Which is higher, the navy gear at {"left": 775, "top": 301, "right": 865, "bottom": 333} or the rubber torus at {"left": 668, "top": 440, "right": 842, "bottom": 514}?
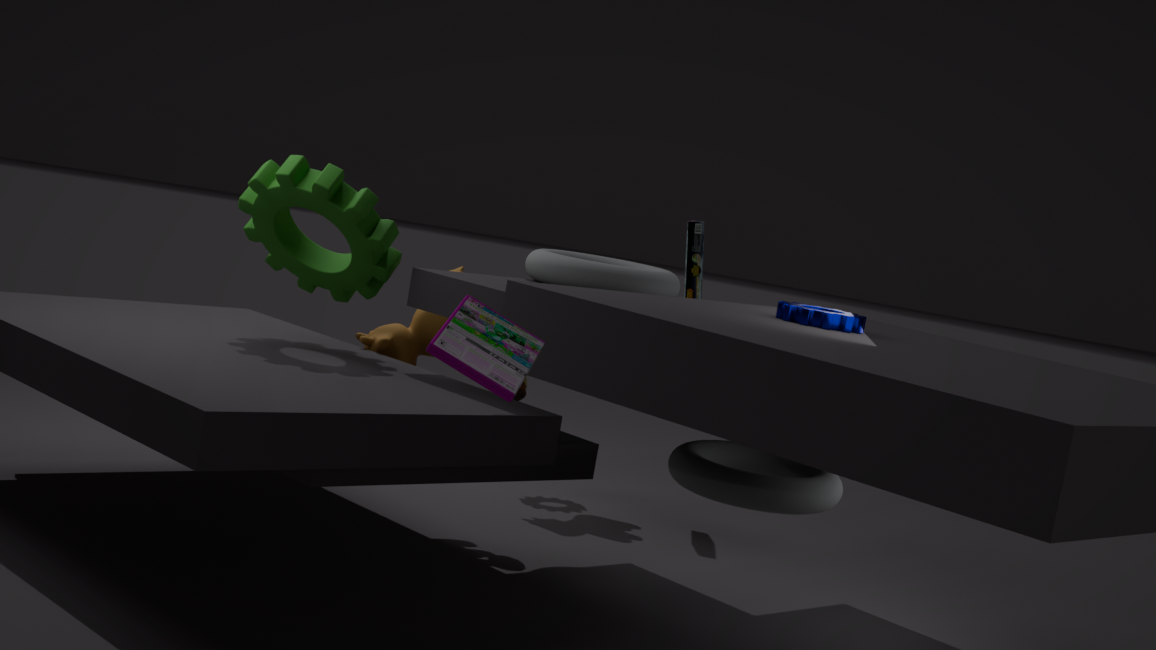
the navy gear at {"left": 775, "top": 301, "right": 865, "bottom": 333}
